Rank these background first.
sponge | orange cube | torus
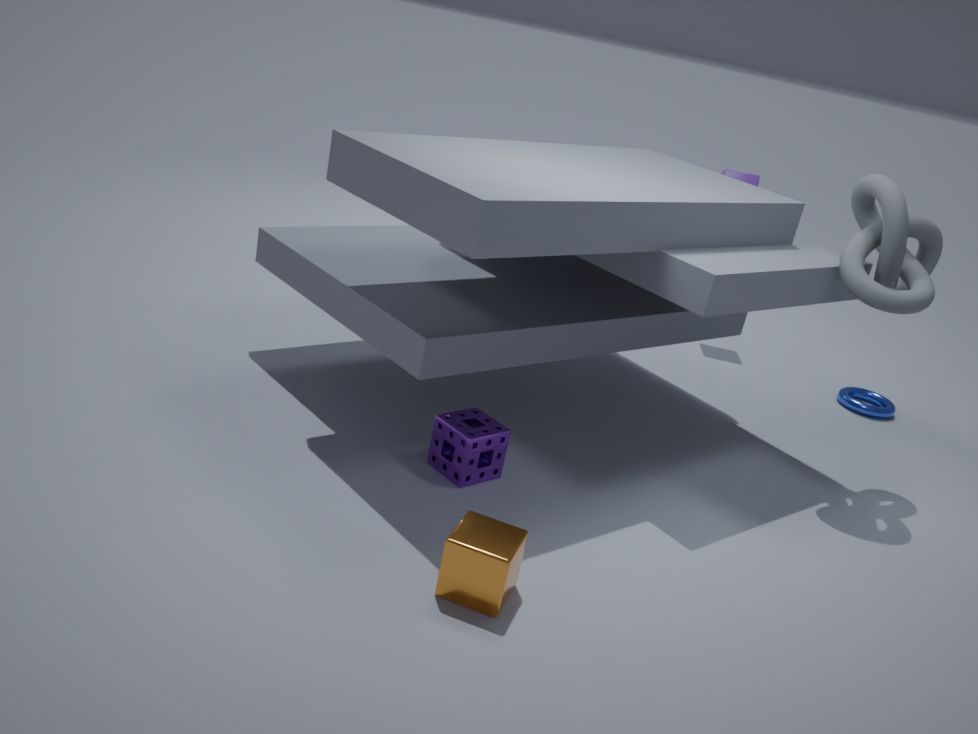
torus, sponge, orange cube
